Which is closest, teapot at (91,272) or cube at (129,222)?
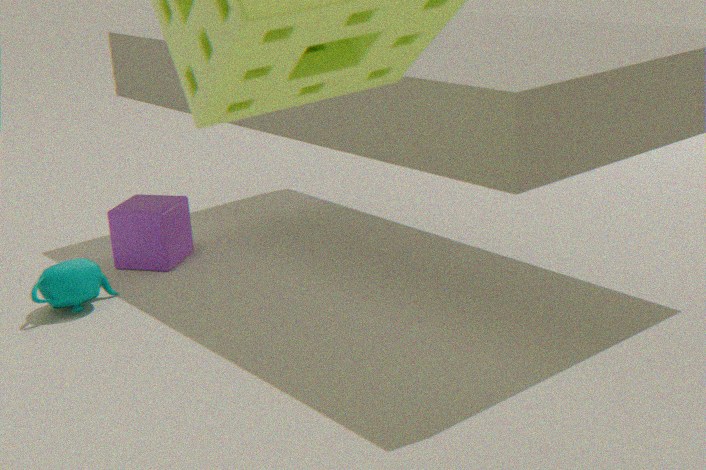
teapot at (91,272)
